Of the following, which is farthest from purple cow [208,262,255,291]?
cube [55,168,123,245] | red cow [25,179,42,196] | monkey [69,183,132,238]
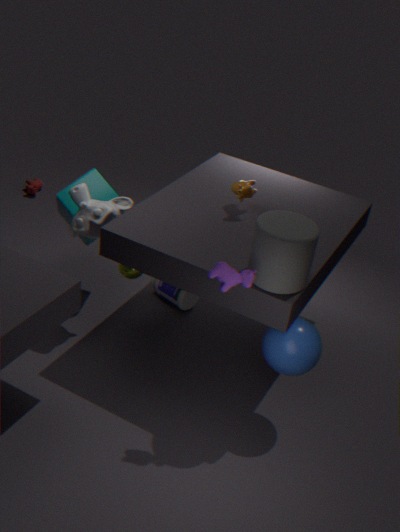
red cow [25,179,42,196]
